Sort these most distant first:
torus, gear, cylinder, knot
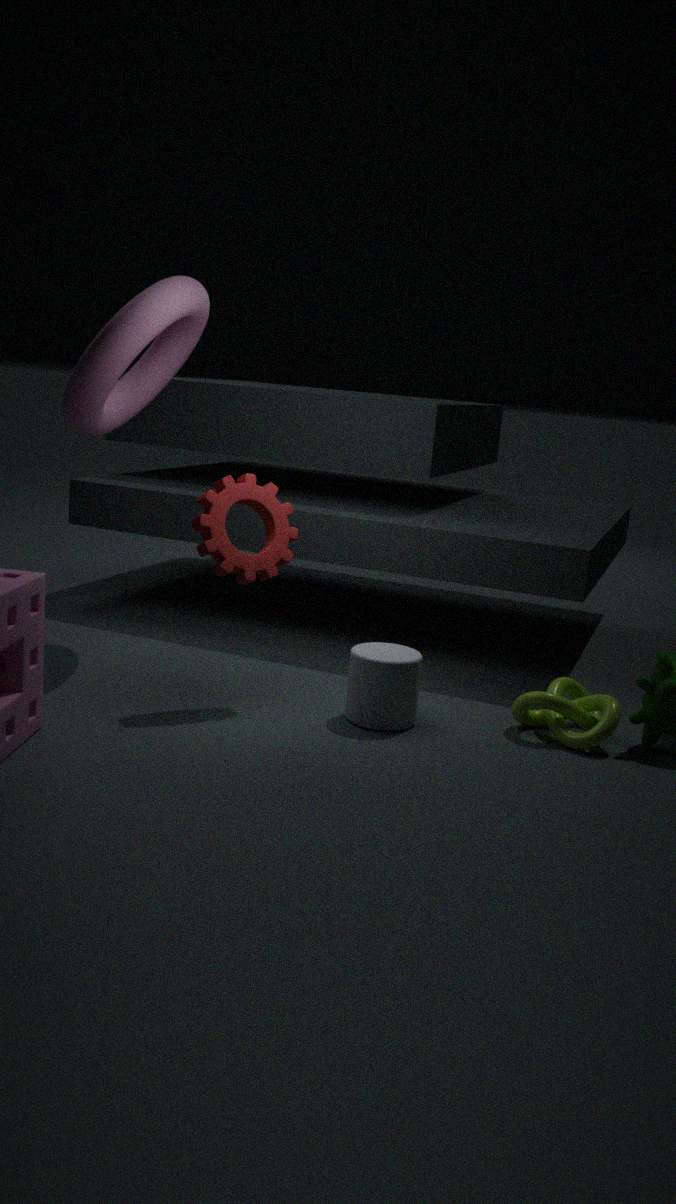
torus < gear < cylinder < knot
